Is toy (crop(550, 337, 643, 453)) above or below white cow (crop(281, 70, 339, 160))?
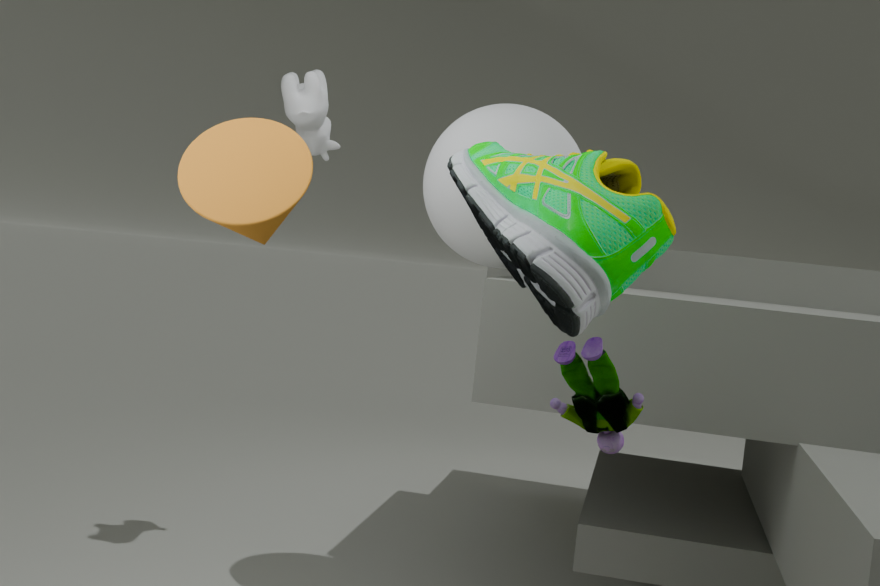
below
